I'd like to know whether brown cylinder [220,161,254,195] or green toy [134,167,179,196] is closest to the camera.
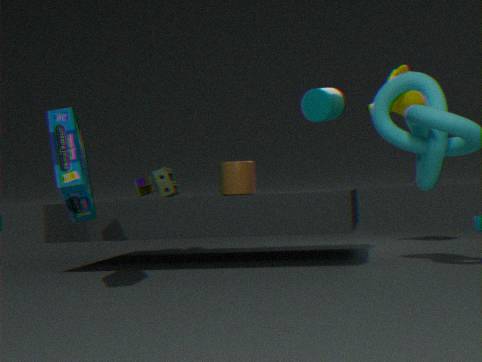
brown cylinder [220,161,254,195]
